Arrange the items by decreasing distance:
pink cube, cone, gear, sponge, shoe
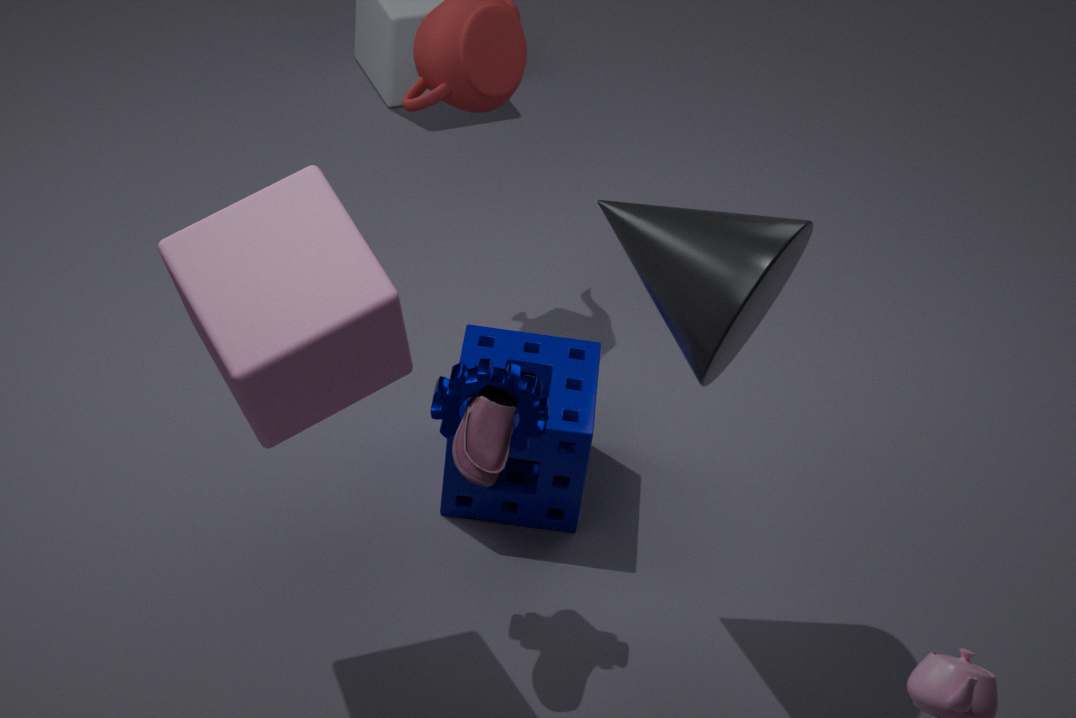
sponge < gear < shoe < cone < pink cube
